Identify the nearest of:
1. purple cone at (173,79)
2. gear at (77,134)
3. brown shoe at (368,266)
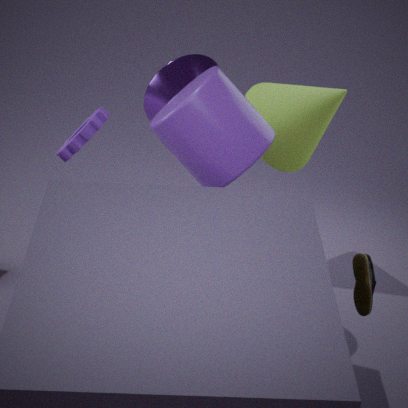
brown shoe at (368,266)
